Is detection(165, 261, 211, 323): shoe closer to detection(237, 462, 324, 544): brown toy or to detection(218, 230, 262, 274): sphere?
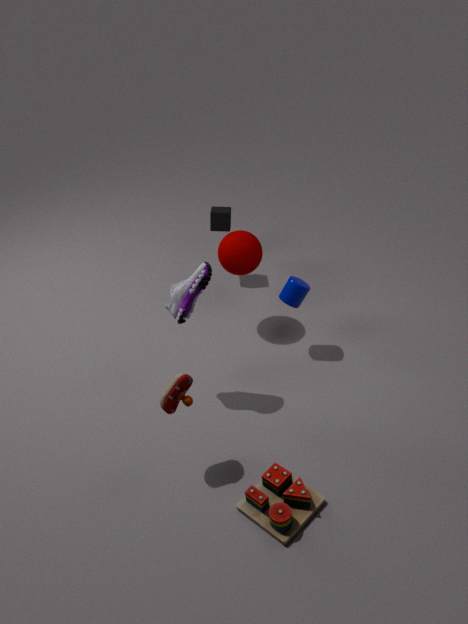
detection(218, 230, 262, 274): sphere
